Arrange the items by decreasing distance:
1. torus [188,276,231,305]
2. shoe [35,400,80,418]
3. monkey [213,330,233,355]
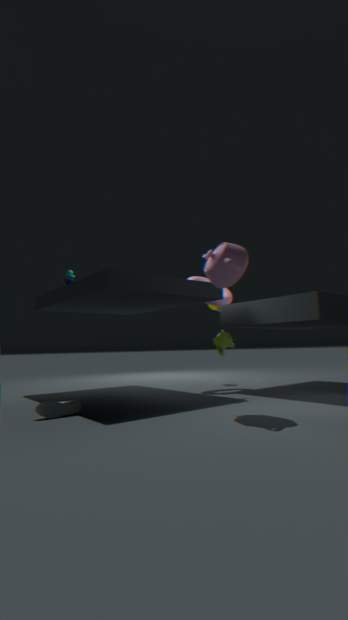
torus [188,276,231,305], monkey [213,330,233,355], shoe [35,400,80,418]
